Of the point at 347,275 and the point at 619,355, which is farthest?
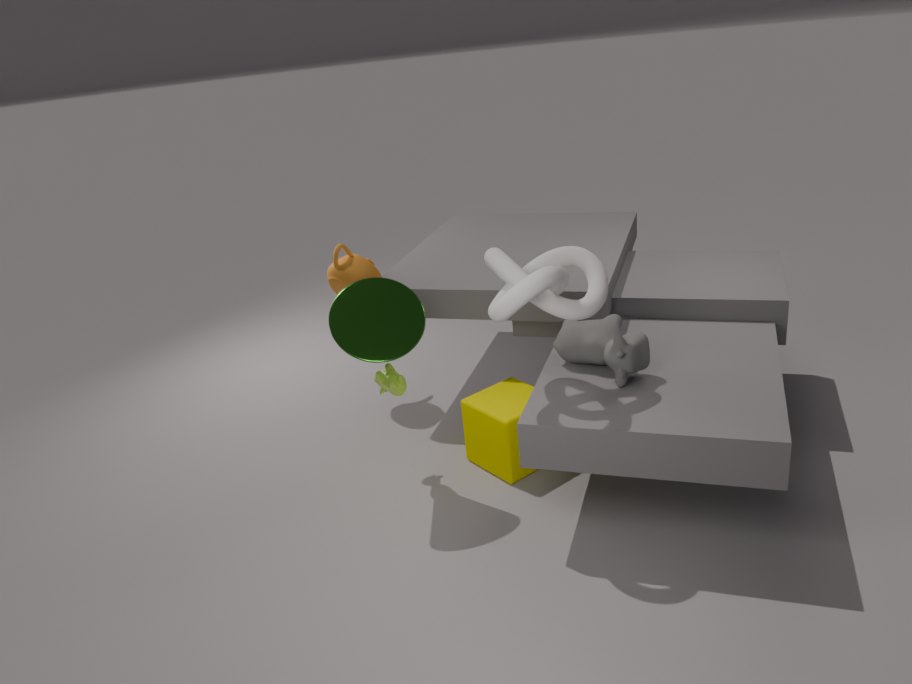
the point at 347,275
